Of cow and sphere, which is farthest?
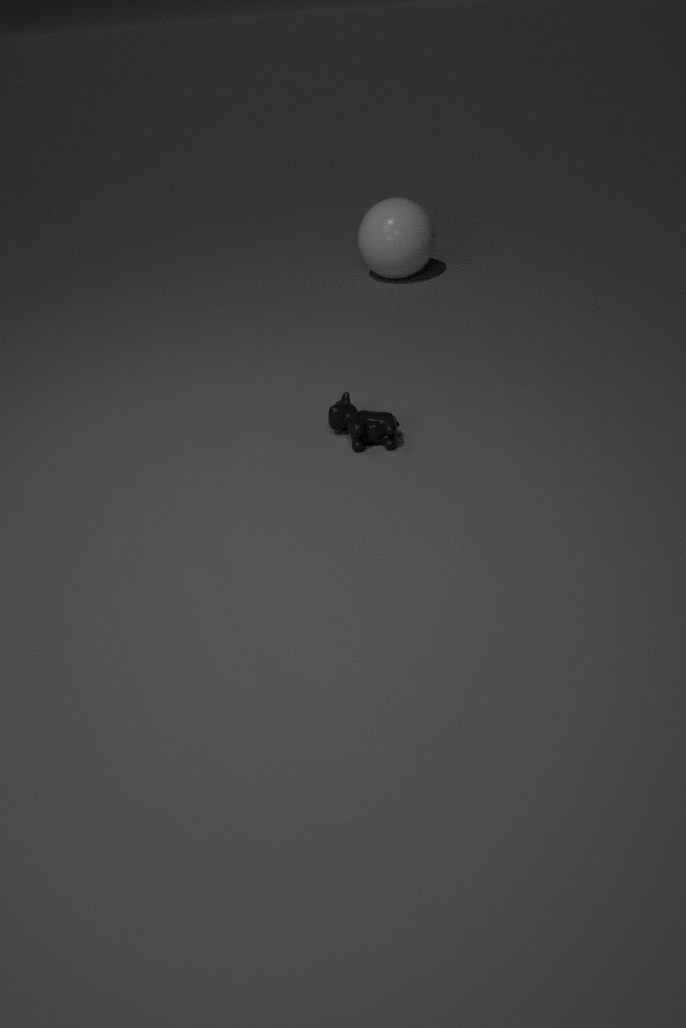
sphere
